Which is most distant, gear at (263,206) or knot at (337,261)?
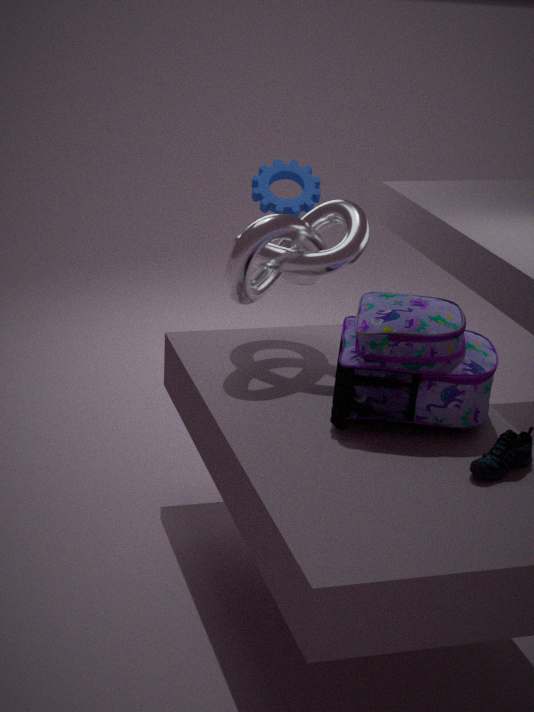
gear at (263,206)
